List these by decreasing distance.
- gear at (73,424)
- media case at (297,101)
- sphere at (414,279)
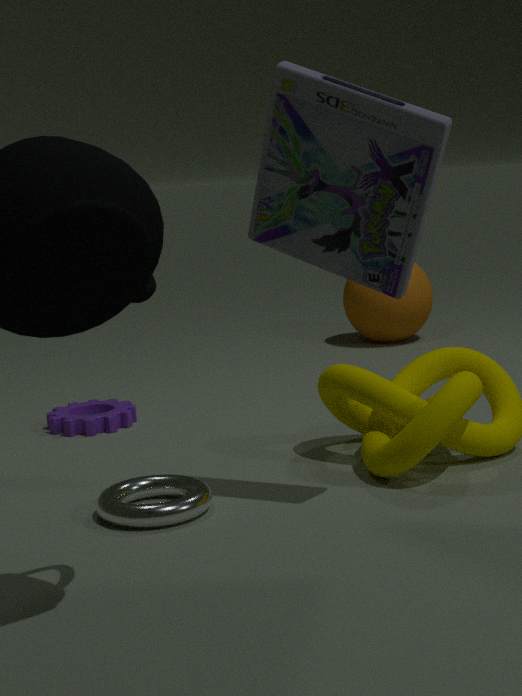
sphere at (414,279) < gear at (73,424) < media case at (297,101)
